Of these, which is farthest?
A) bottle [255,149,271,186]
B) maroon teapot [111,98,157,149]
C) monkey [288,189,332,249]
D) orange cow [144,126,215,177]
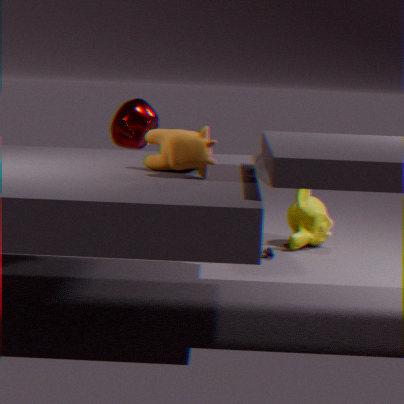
monkey [288,189,332,249]
